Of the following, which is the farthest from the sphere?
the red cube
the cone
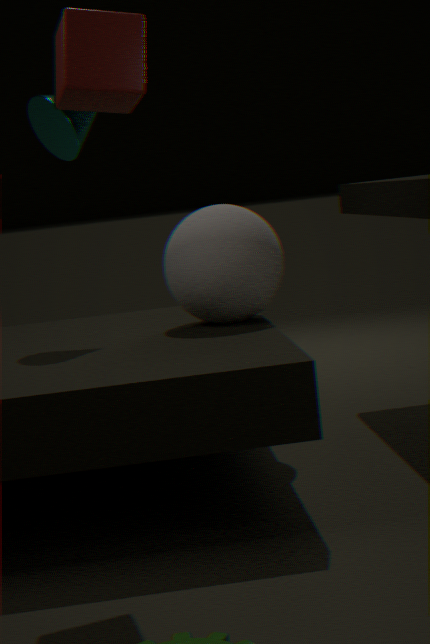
the red cube
